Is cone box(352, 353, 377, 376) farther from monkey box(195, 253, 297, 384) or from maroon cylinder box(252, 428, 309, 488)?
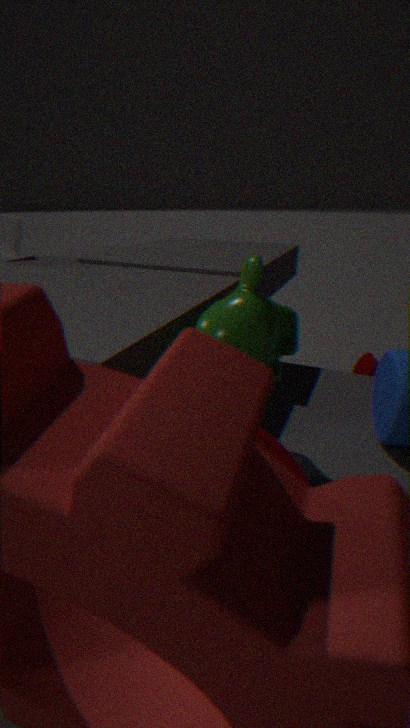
maroon cylinder box(252, 428, 309, 488)
